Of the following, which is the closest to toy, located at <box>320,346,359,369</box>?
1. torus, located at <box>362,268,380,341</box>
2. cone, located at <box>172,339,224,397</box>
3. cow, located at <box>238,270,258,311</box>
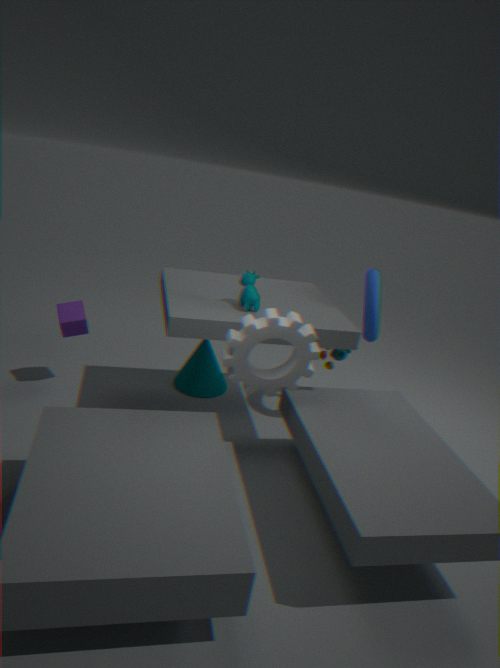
torus, located at <box>362,268,380,341</box>
